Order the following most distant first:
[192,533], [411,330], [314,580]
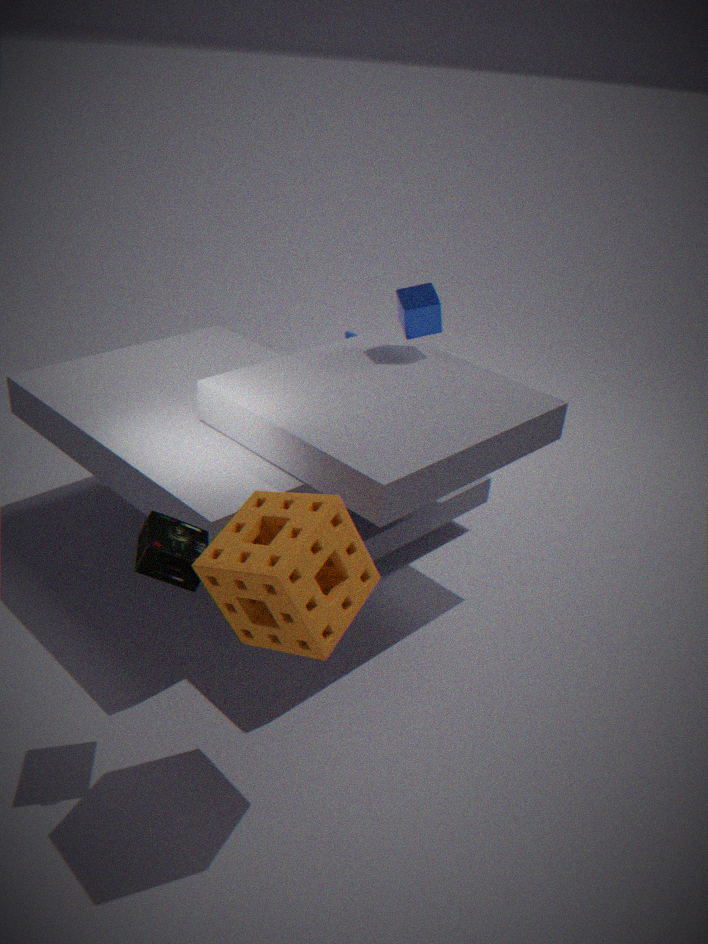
[411,330] < [192,533] < [314,580]
